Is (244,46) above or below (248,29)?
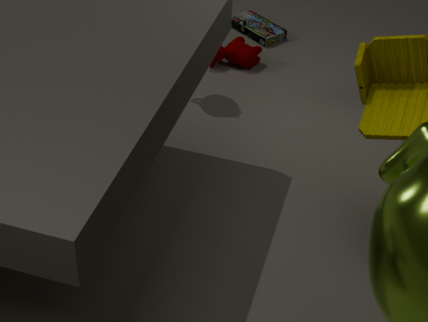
above
